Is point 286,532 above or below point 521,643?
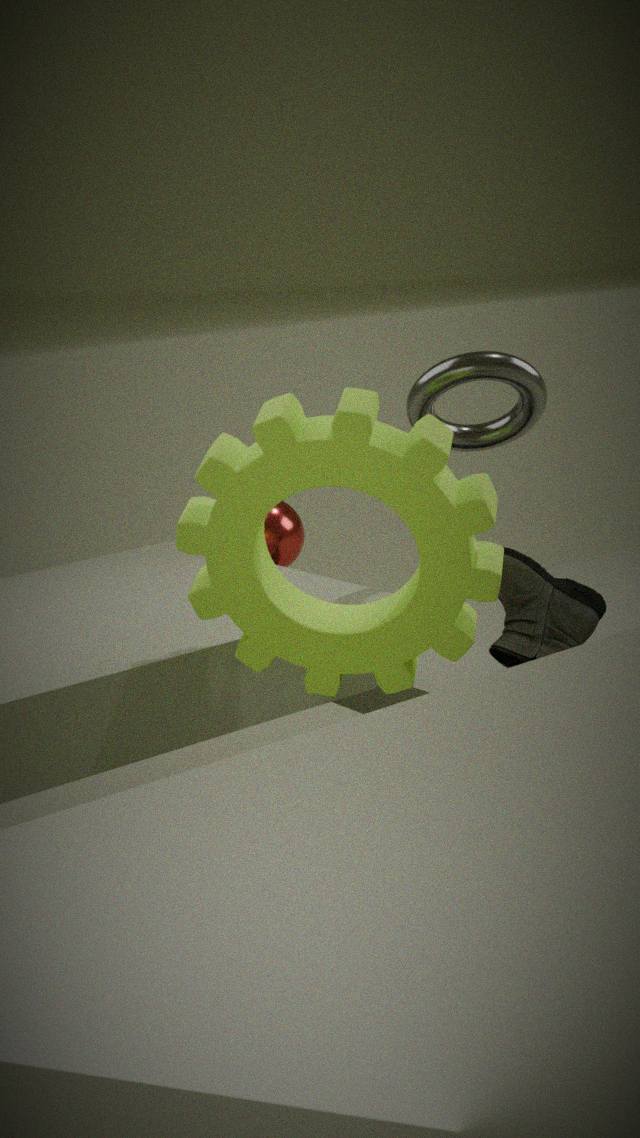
above
